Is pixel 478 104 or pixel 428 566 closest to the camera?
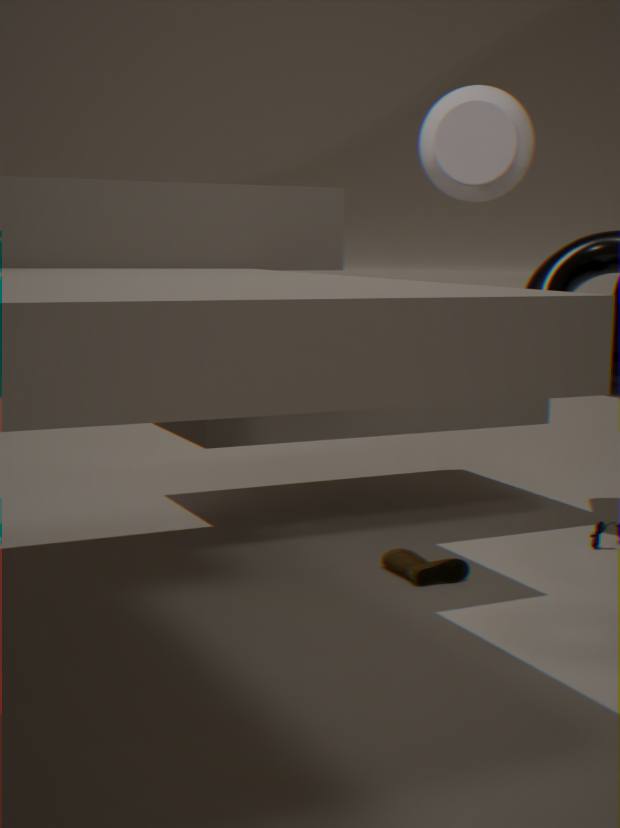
pixel 428 566
